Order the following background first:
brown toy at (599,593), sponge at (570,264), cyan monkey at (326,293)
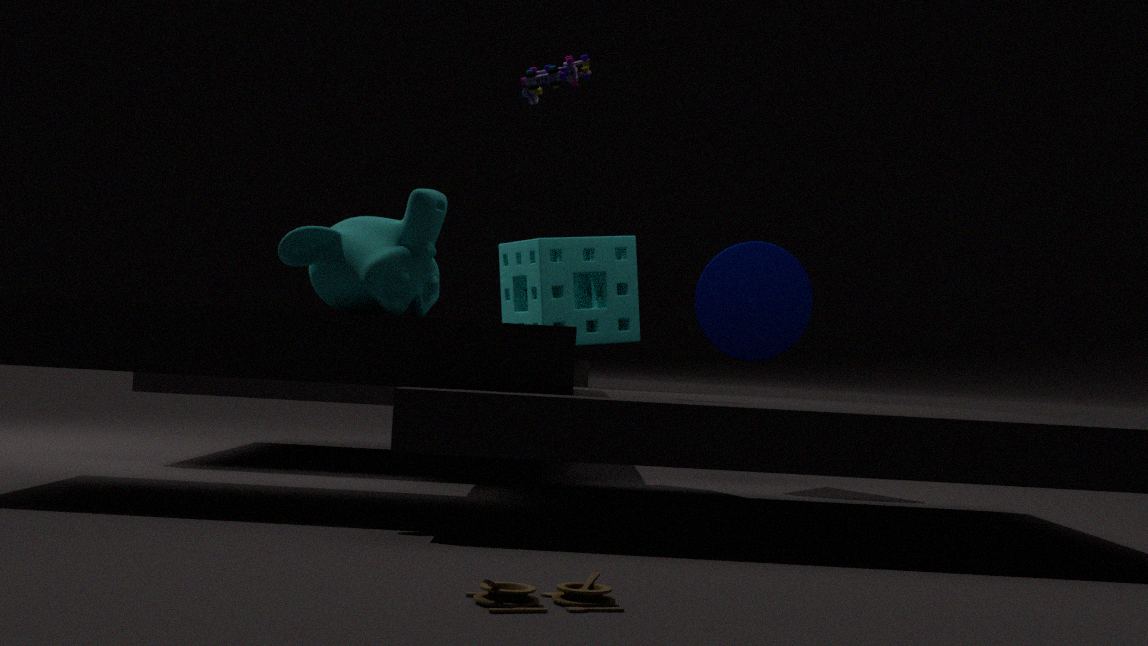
sponge at (570,264), cyan monkey at (326,293), brown toy at (599,593)
